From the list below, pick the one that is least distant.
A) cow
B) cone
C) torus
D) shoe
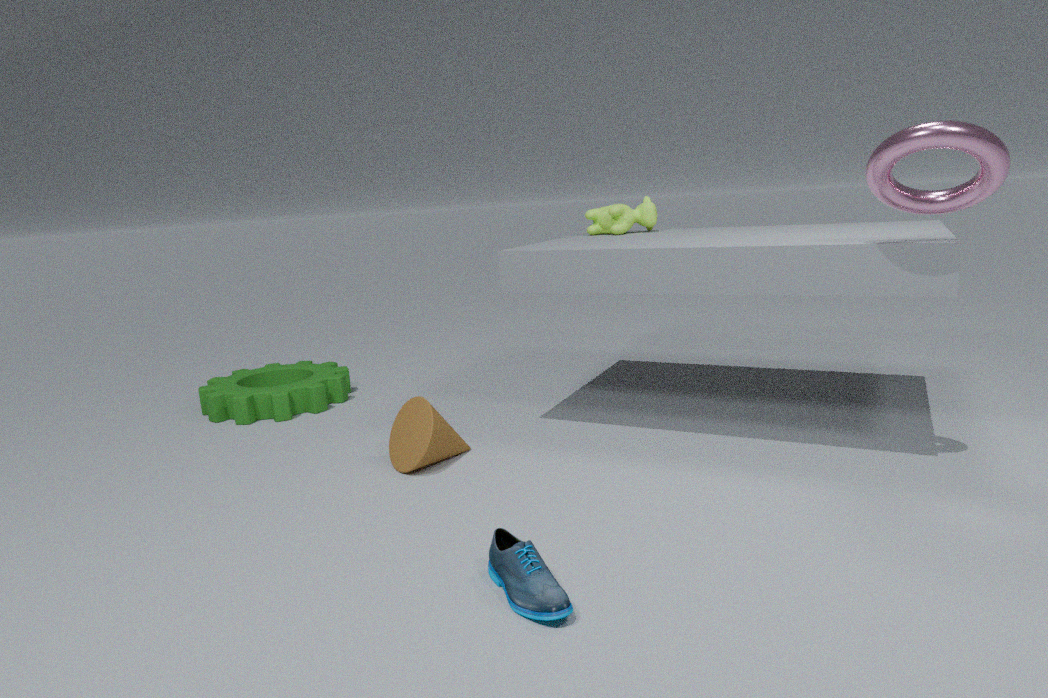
shoe
